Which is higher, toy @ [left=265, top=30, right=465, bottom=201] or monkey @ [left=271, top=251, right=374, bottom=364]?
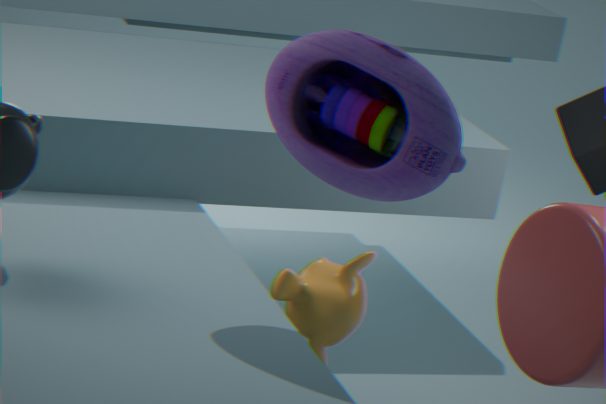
toy @ [left=265, top=30, right=465, bottom=201]
